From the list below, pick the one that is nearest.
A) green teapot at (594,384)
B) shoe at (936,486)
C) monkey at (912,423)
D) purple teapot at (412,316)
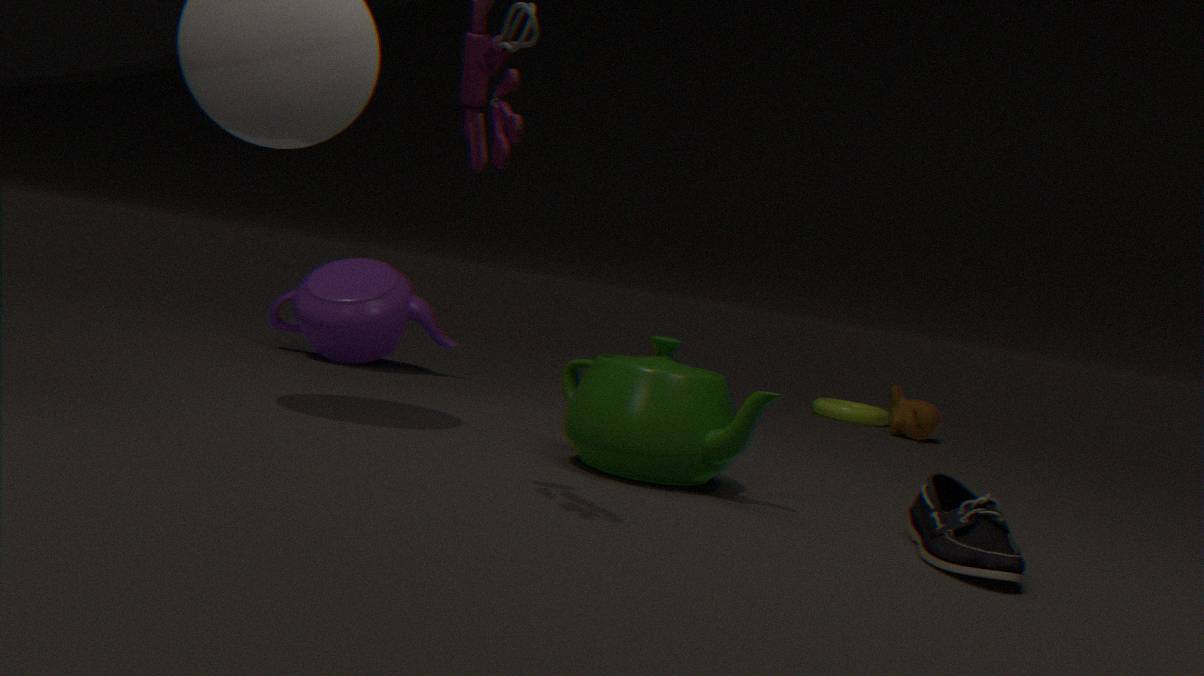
shoe at (936,486)
